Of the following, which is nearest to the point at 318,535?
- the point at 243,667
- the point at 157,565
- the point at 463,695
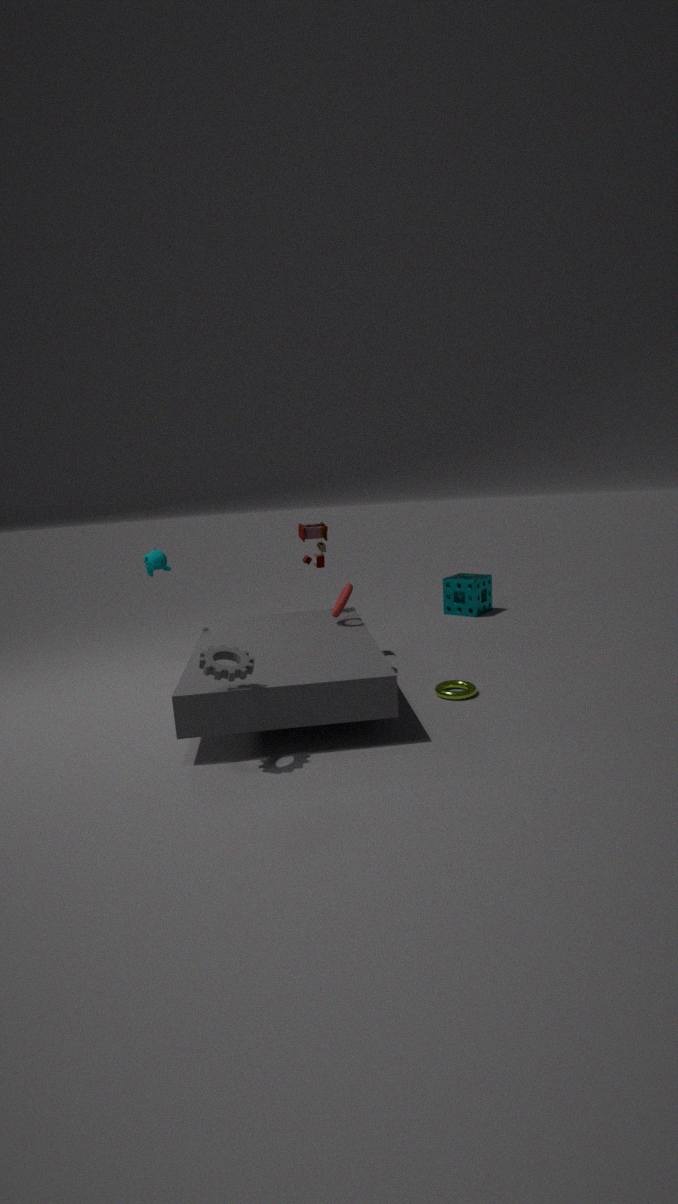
the point at 157,565
